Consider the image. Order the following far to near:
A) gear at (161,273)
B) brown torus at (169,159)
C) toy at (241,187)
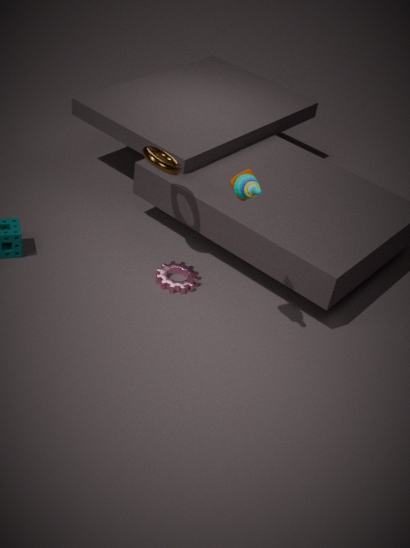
1. gear at (161,273)
2. brown torus at (169,159)
3. toy at (241,187)
